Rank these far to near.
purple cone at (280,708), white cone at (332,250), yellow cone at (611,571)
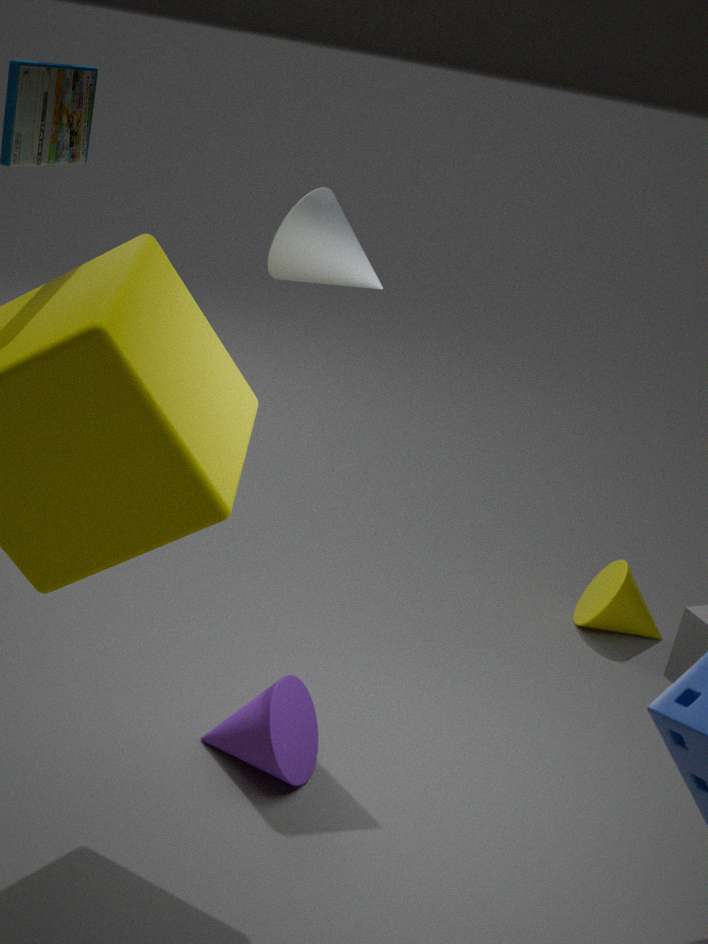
yellow cone at (611,571), white cone at (332,250), purple cone at (280,708)
